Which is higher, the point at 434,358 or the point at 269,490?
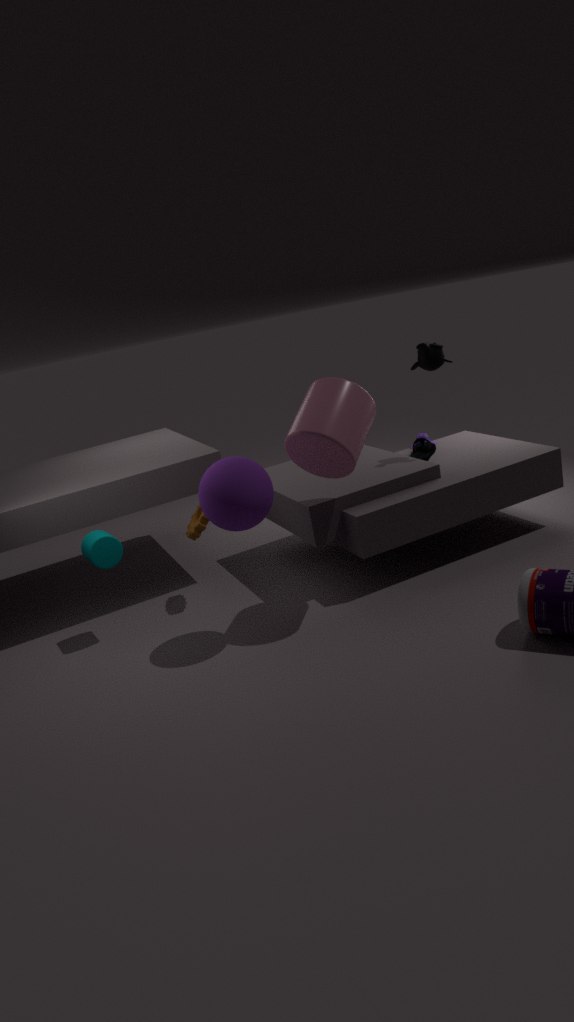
the point at 434,358
